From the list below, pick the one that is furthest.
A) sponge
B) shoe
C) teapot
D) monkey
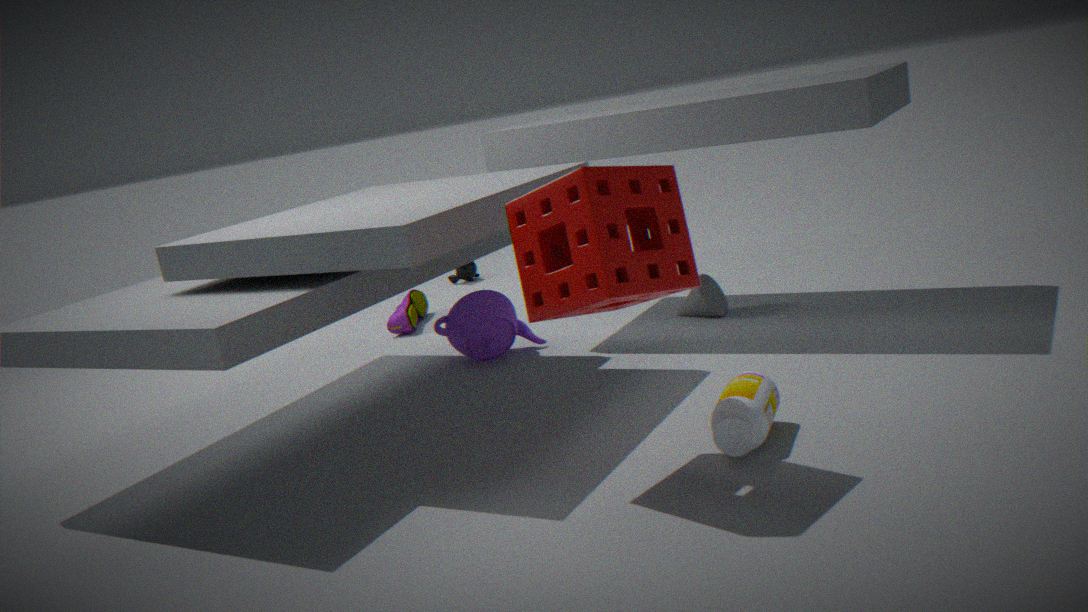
monkey
